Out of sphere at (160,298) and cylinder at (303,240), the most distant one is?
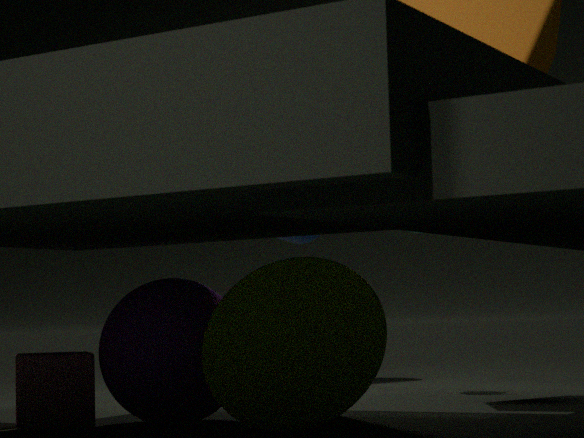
cylinder at (303,240)
